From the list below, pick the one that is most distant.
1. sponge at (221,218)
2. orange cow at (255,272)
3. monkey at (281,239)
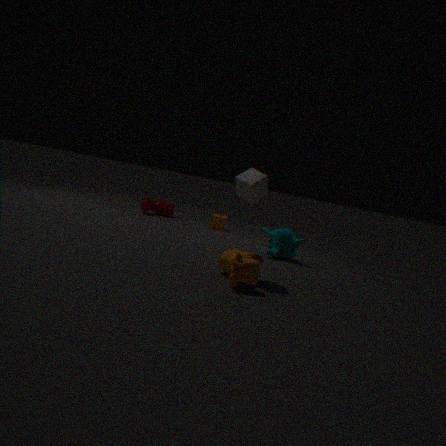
sponge at (221,218)
